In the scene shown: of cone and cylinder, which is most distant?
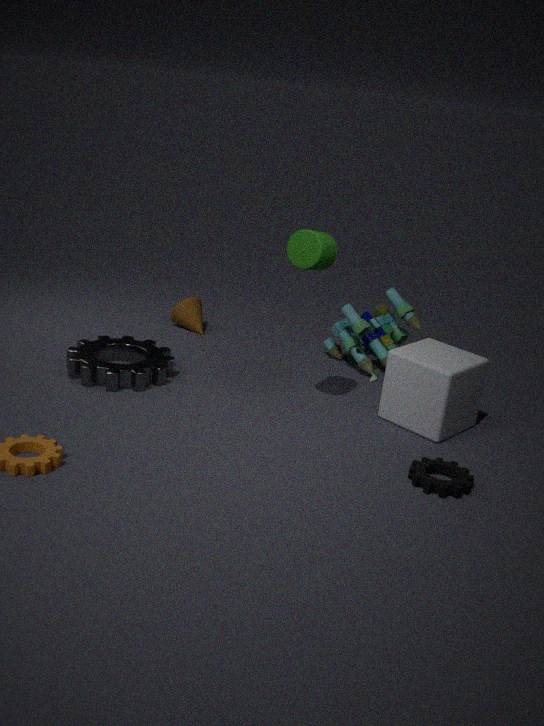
cone
